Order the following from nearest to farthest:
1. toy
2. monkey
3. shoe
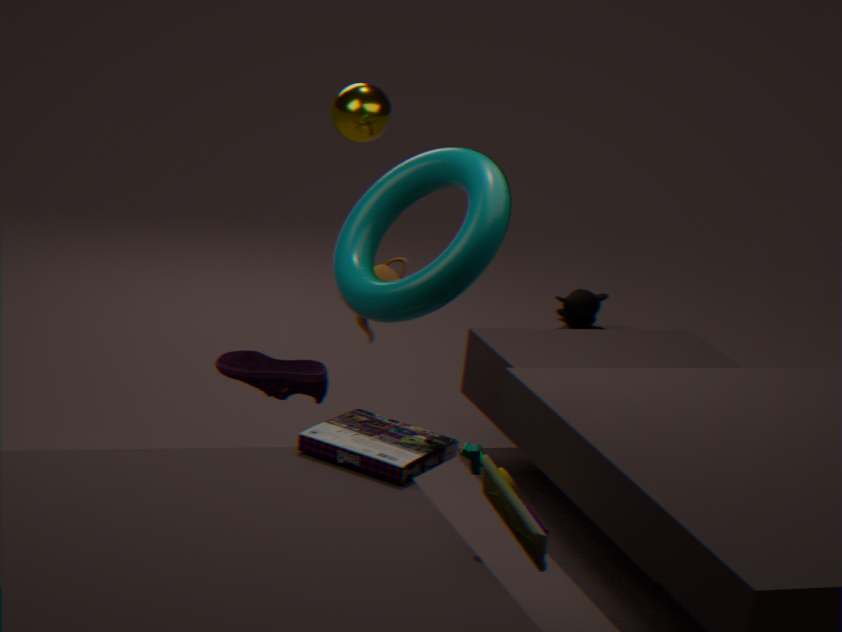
toy < shoe < monkey
